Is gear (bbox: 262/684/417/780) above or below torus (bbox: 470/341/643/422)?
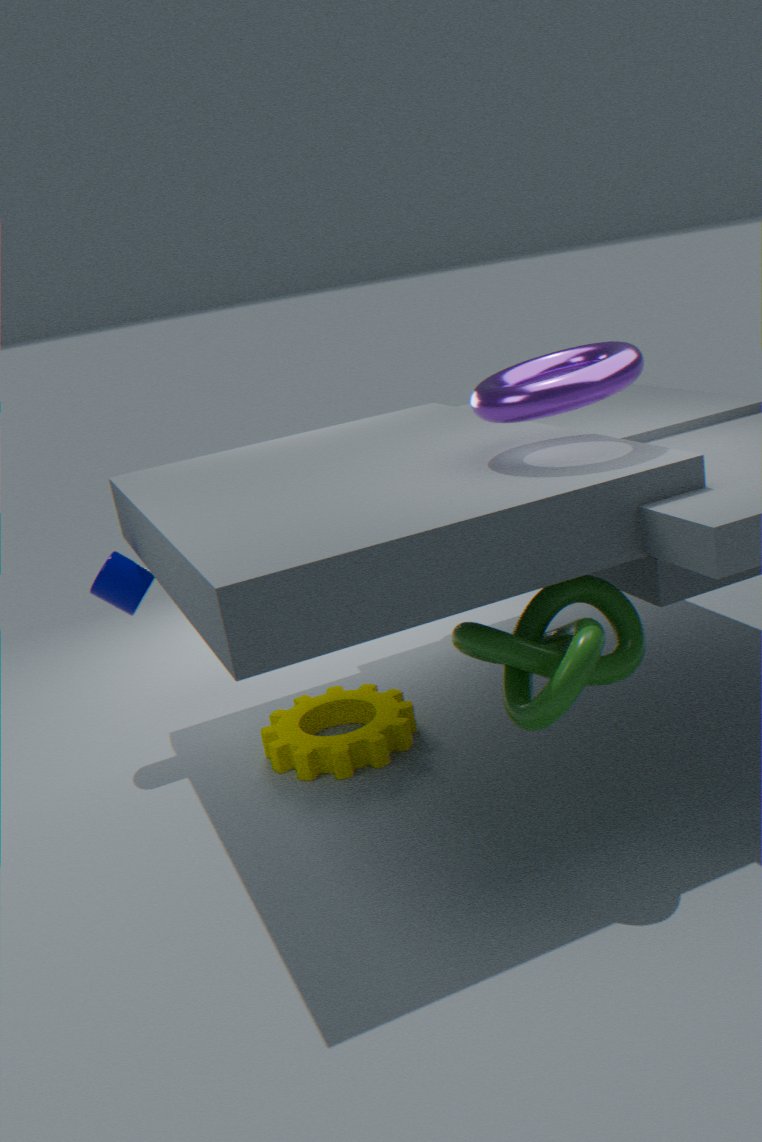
below
